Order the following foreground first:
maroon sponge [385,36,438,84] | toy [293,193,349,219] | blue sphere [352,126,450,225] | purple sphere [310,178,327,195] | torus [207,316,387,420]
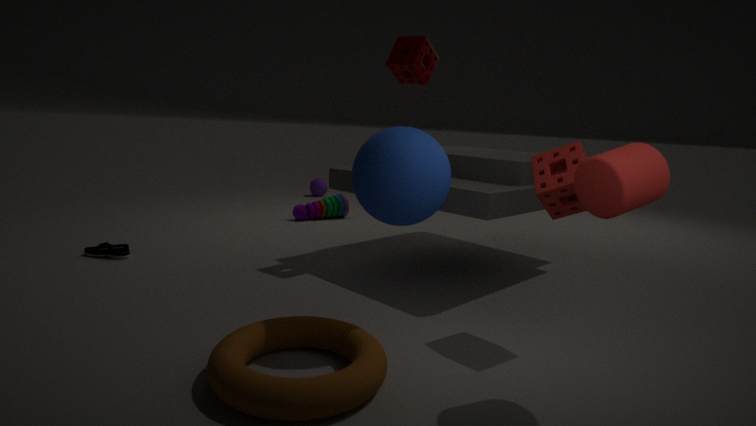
torus [207,316,387,420]
blue sphere [352,126,450,225]
maroon sponge [385,36,438,84]
toy [293,193,349,219]
purple sphere [310,178,327,195]
